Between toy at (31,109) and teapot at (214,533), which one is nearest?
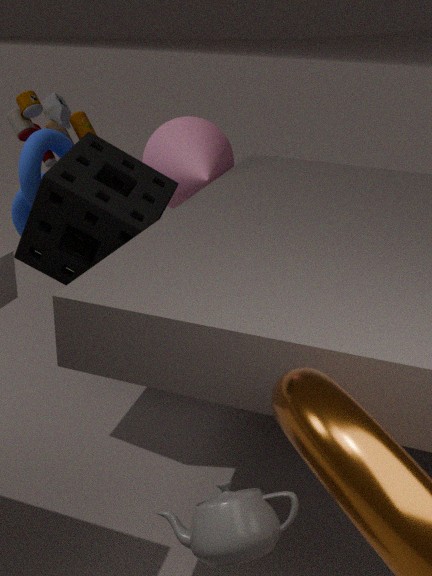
teapot at (214,533)
